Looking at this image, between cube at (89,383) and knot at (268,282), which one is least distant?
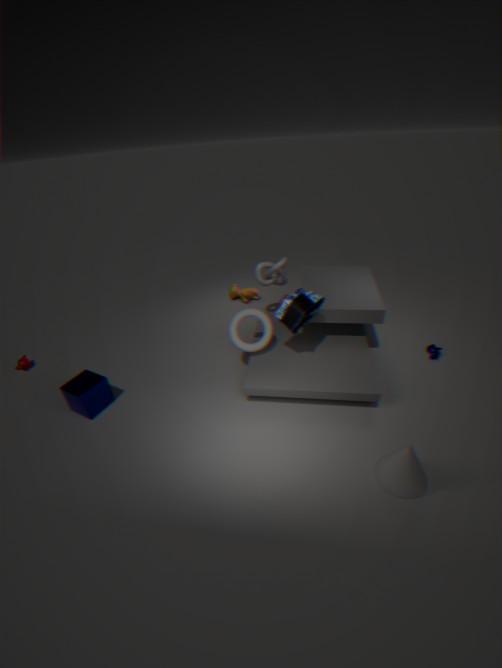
cube at (89,383)
